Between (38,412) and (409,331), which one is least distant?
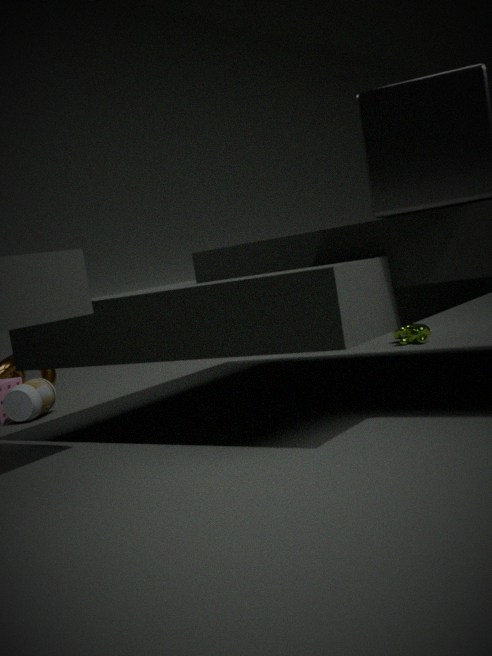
(38,412)
